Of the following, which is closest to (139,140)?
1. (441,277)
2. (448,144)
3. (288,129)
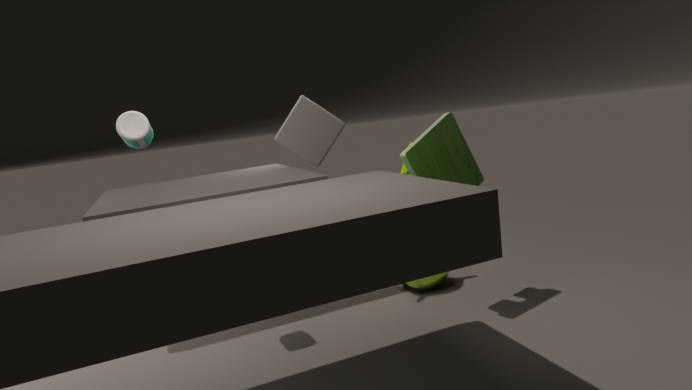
(448,144)
